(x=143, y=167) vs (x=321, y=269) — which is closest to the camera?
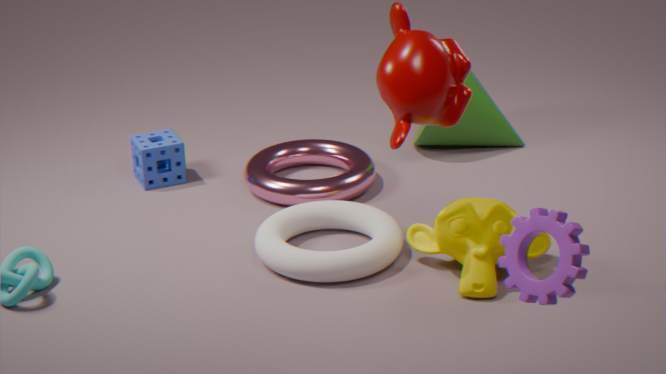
(x=321, y=269)
